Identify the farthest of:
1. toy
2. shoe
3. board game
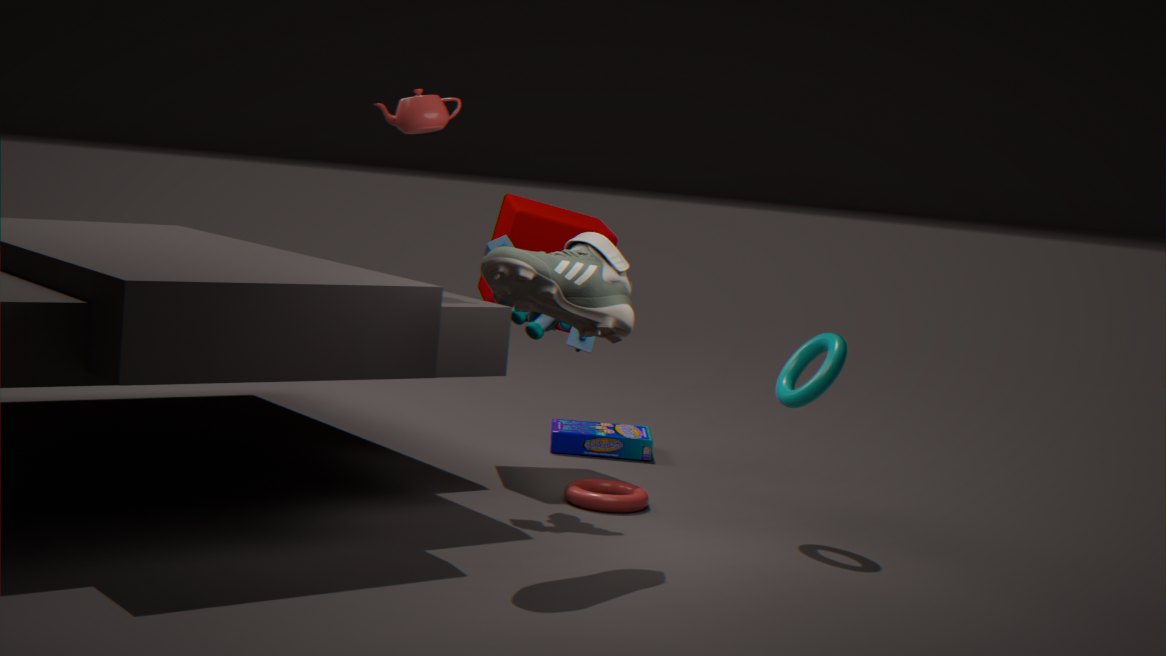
board game
